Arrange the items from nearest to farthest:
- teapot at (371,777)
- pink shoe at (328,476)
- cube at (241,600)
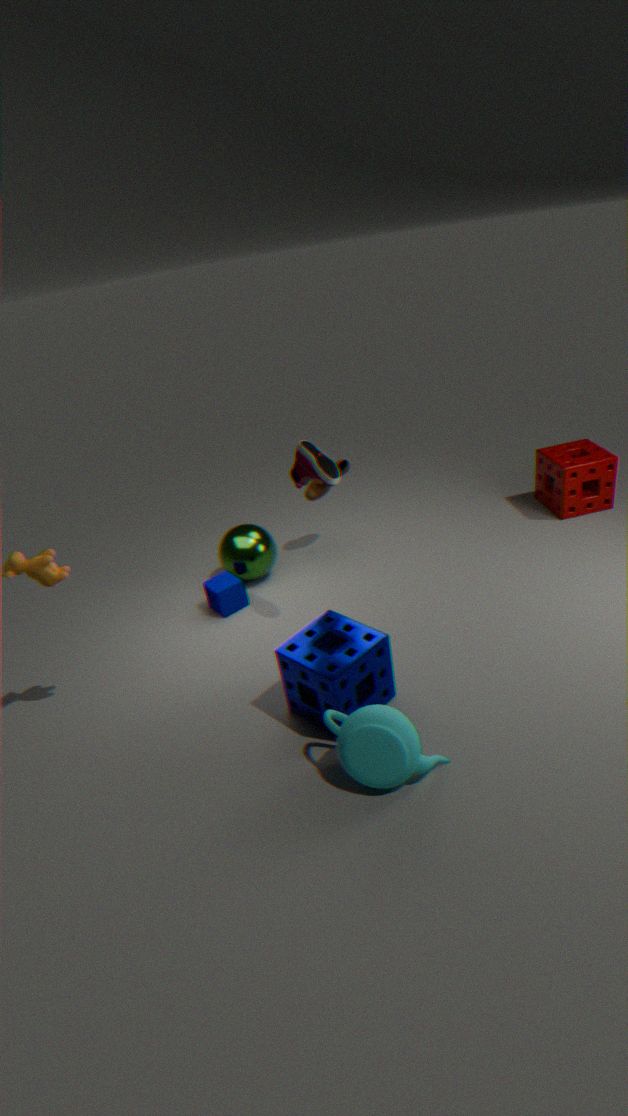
1. teapot at (371,777)
2. pink shoe at (328,476)
3. cube at (241,600)
